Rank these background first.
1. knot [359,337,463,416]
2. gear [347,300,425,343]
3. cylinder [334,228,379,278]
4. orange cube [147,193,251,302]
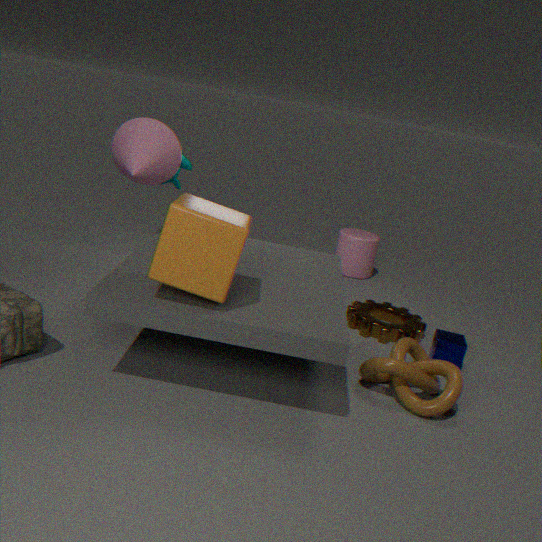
cylinder [334,228,379,278]
gear [347,300,425,343]
knot [359,337,463,416]
orange cube [147,193,251,302]
